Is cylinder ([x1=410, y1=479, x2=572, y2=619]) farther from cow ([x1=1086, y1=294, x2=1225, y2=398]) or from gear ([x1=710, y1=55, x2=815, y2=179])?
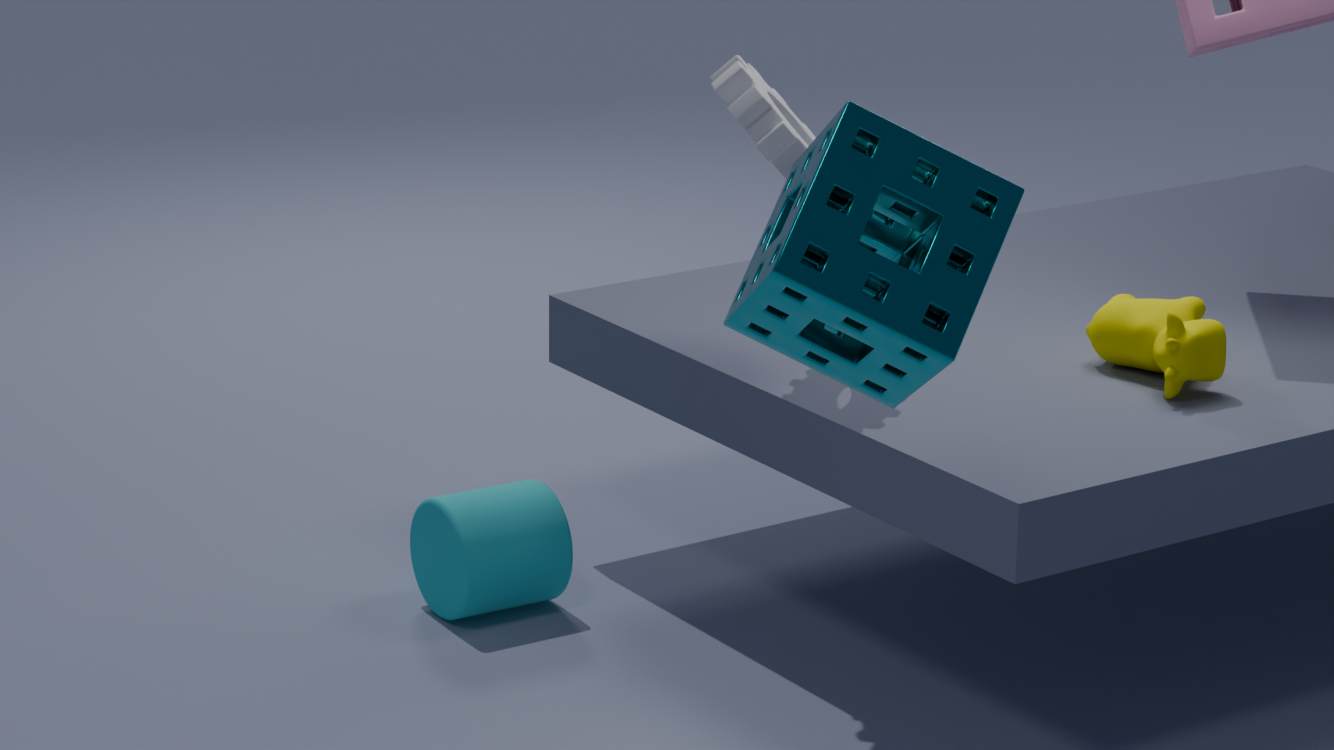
cow ([x1=1086, y1=294, x2=1225, y2=398])
